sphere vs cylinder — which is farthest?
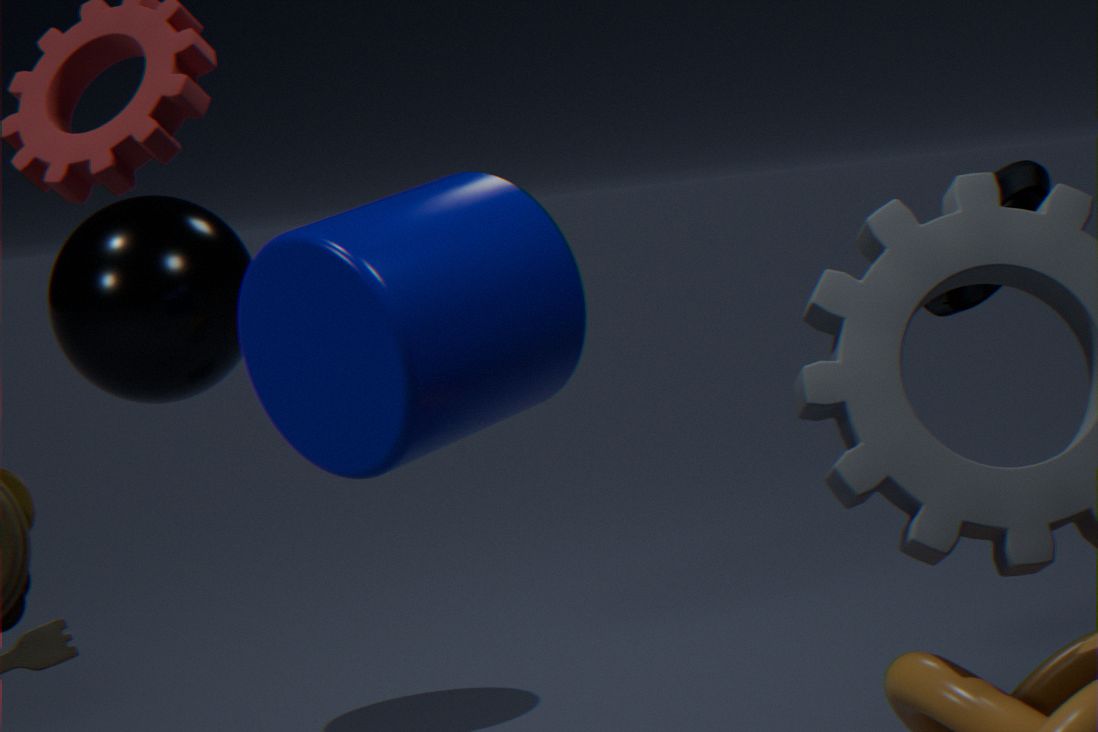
sphere
